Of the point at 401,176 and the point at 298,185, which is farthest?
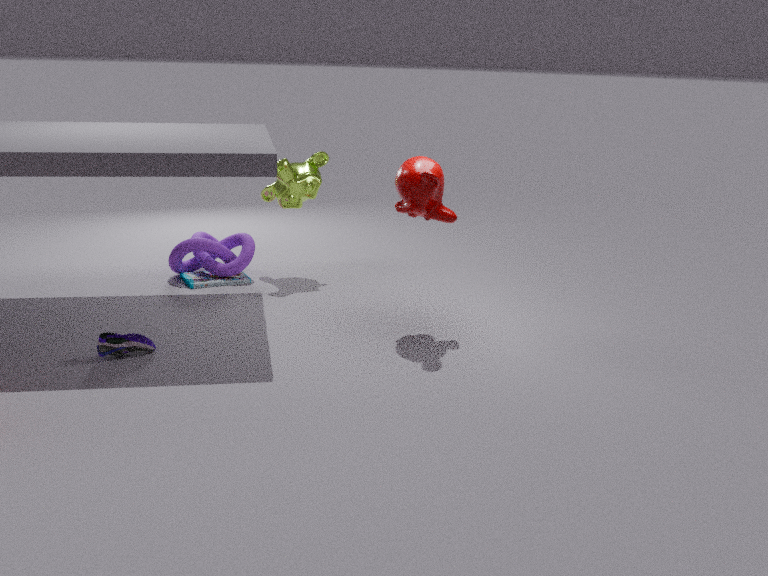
the point at 298,185
